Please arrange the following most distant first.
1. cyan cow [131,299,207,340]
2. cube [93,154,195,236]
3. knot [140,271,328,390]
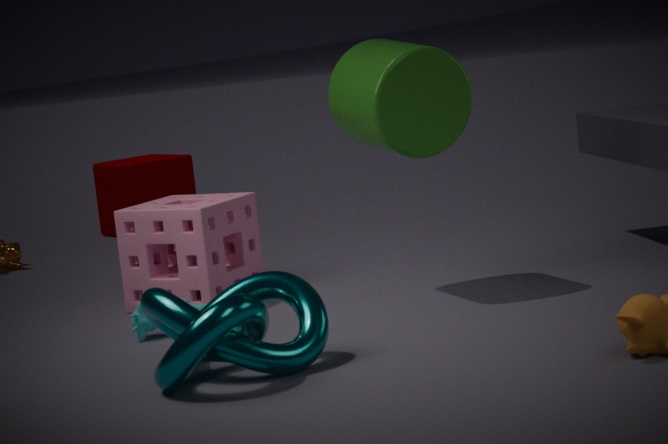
1. cube [93,154,195,236]
2. cyan cow [131,299,207,340]
3. knot [140,271,328,390]
